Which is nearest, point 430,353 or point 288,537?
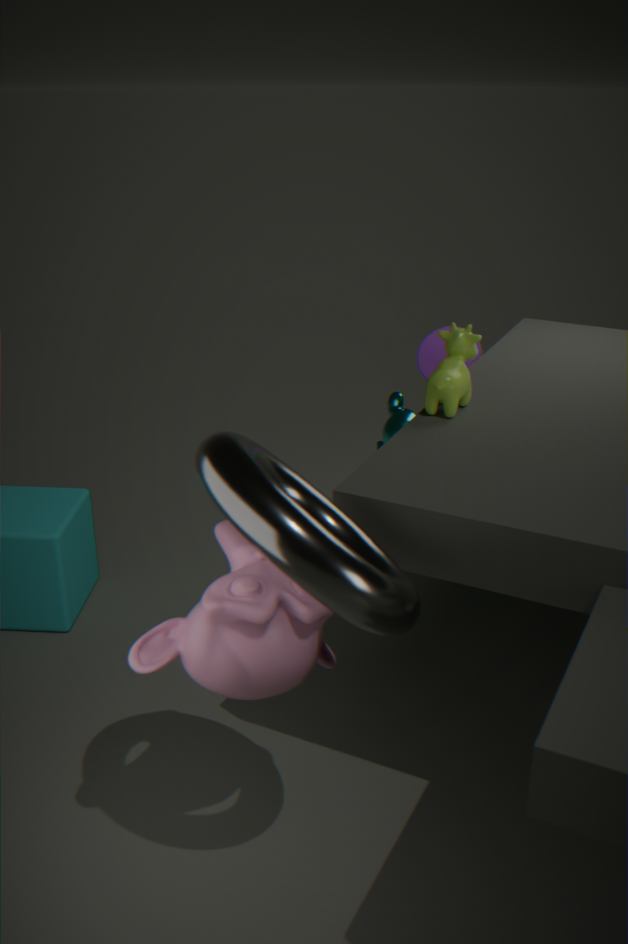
point 288,537
